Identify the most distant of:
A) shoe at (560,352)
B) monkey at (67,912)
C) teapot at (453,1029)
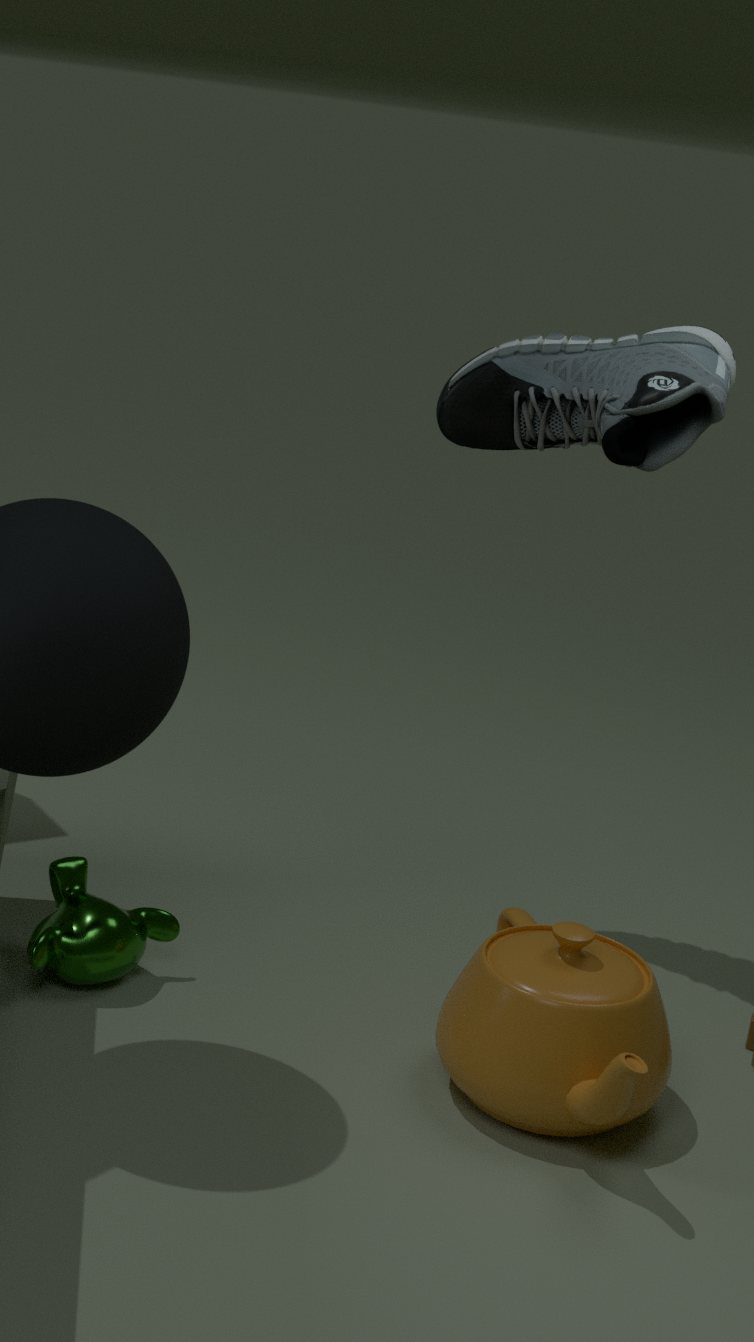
shoe at (560,352)
